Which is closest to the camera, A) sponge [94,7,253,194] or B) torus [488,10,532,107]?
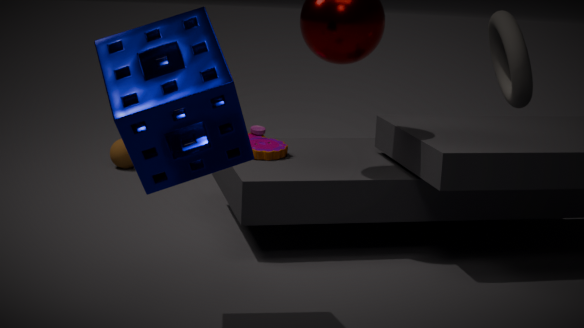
A. sponge [94,7,253,194]
